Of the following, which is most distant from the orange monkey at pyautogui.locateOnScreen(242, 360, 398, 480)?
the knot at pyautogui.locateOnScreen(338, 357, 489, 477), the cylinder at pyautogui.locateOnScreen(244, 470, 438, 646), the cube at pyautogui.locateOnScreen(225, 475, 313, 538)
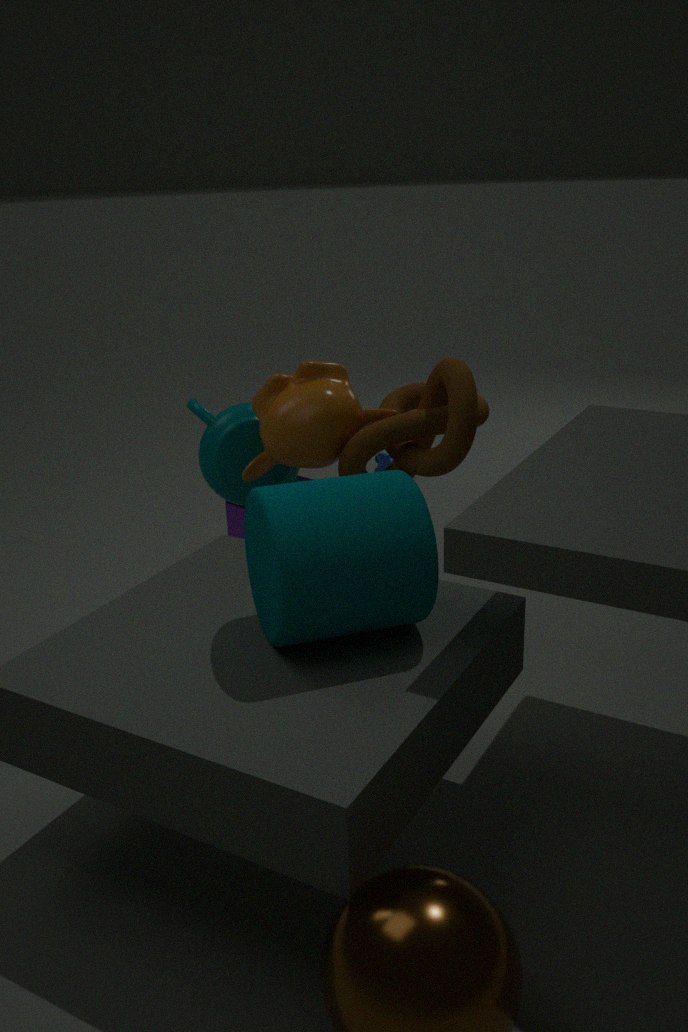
the cylinder at pyautogui.locateOnScreen(244, 470, 438, 646)
